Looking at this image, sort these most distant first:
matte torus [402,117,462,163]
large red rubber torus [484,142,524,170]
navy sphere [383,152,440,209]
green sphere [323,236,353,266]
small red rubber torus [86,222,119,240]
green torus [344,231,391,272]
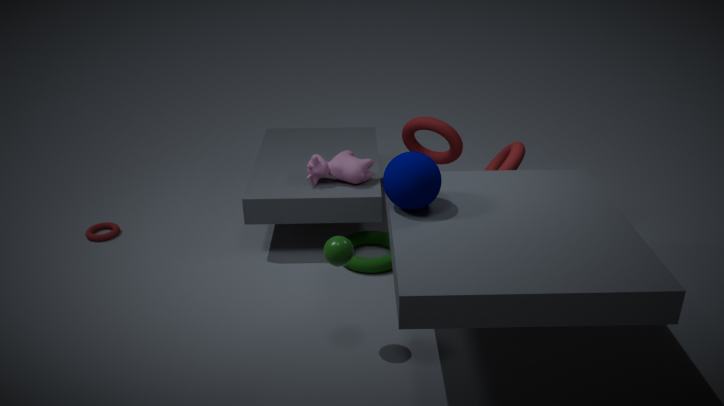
1. small red rubber torus [86,222,119,240]
2. matte torus [402,117,462,163]
3. green torus [344,231,391,272]
4. large red rubber torus [484,142,524,170]
5. navy sphere [383,152,440,209]
6. green sphere [323,236,353,266]
